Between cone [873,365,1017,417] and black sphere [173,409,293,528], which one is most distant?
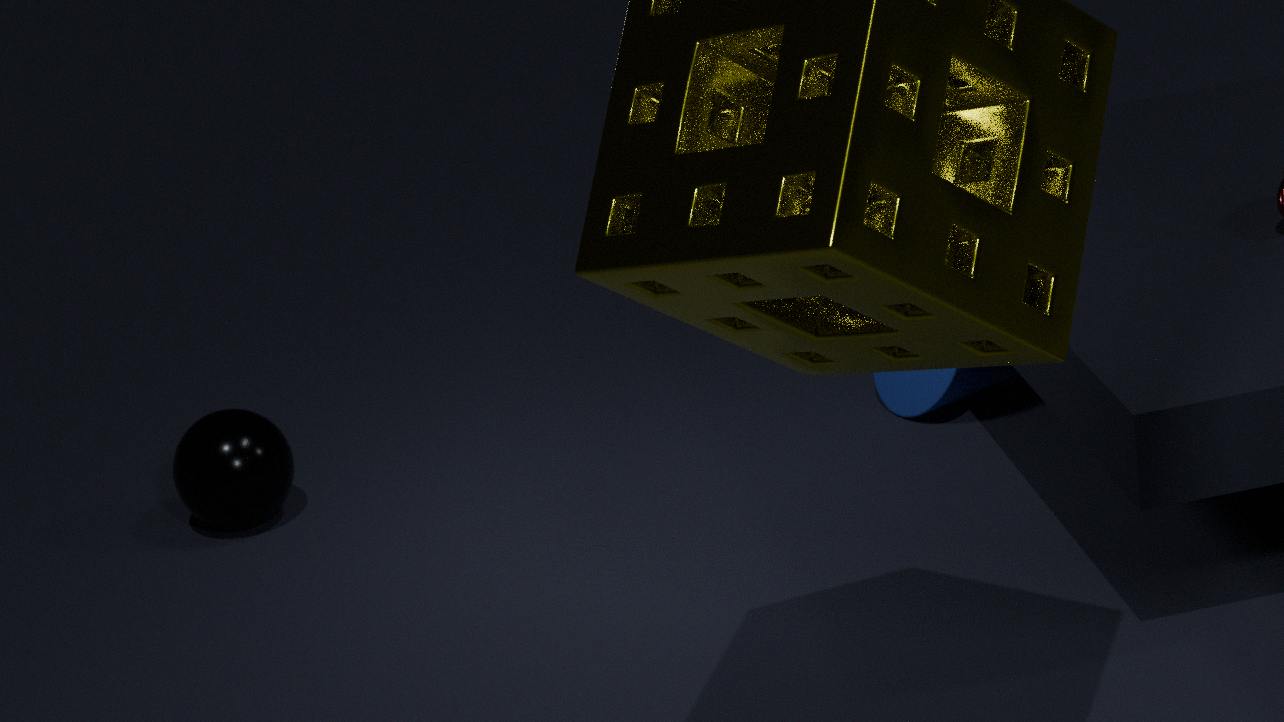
cone [873,365,1017,417]
